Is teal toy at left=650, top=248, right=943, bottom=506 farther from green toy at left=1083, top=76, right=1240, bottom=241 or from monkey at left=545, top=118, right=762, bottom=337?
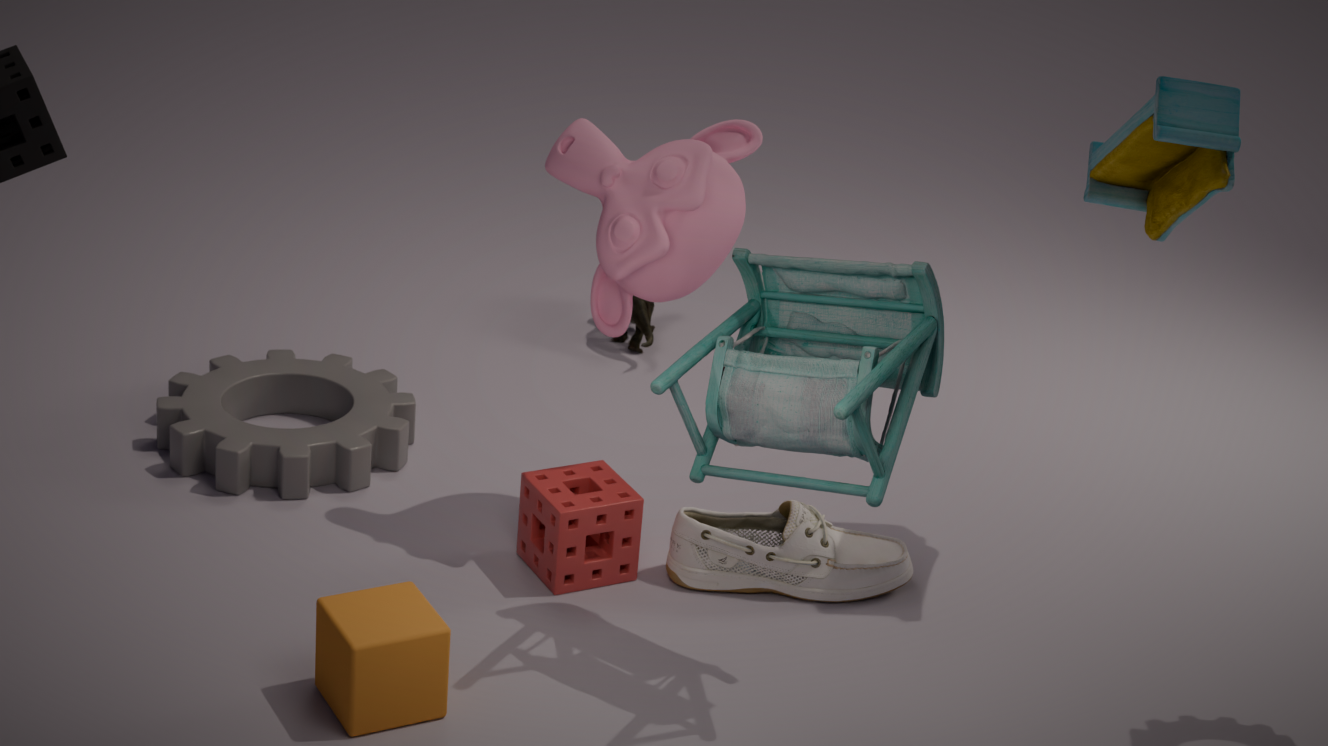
green toy at left=1083, top=76, right=1240, bottom=241
